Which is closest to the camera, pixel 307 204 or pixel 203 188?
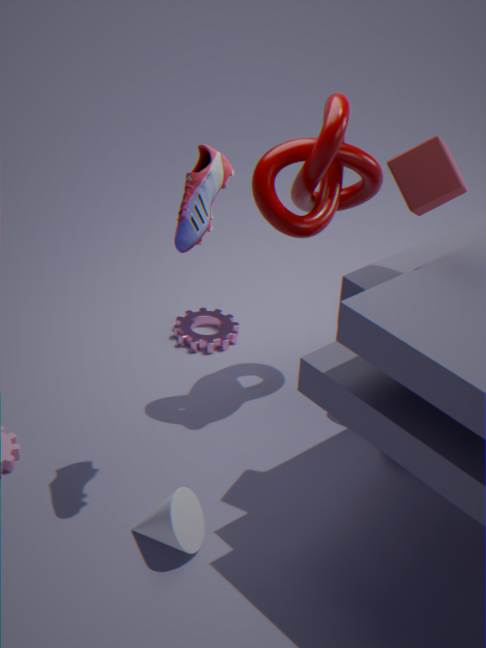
pixel 203 188
